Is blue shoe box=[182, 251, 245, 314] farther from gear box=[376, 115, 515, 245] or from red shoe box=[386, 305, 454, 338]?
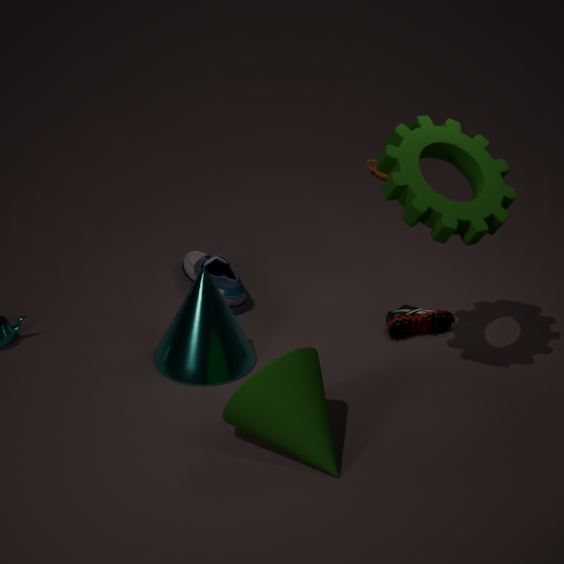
gear box=[376, 115, 515, 245]
